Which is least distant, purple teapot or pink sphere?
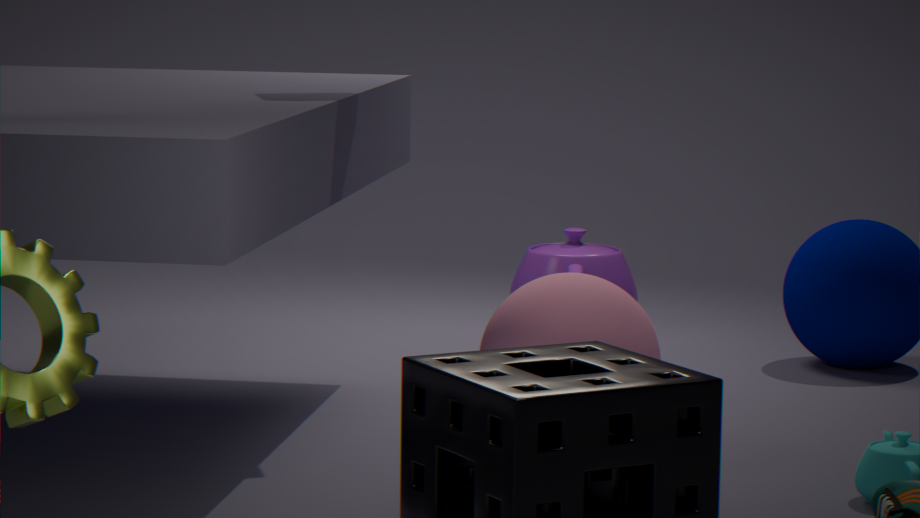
pink sphere
